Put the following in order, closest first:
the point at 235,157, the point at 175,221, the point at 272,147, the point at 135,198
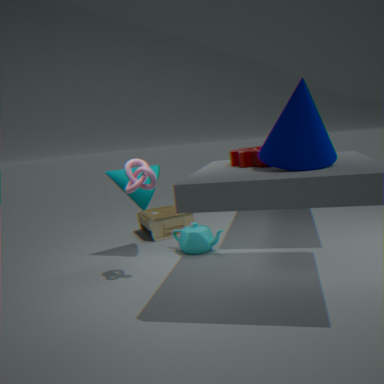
the point at 272,147 < the point at 235,157 < the point at 135,198 < the point at 175,221
